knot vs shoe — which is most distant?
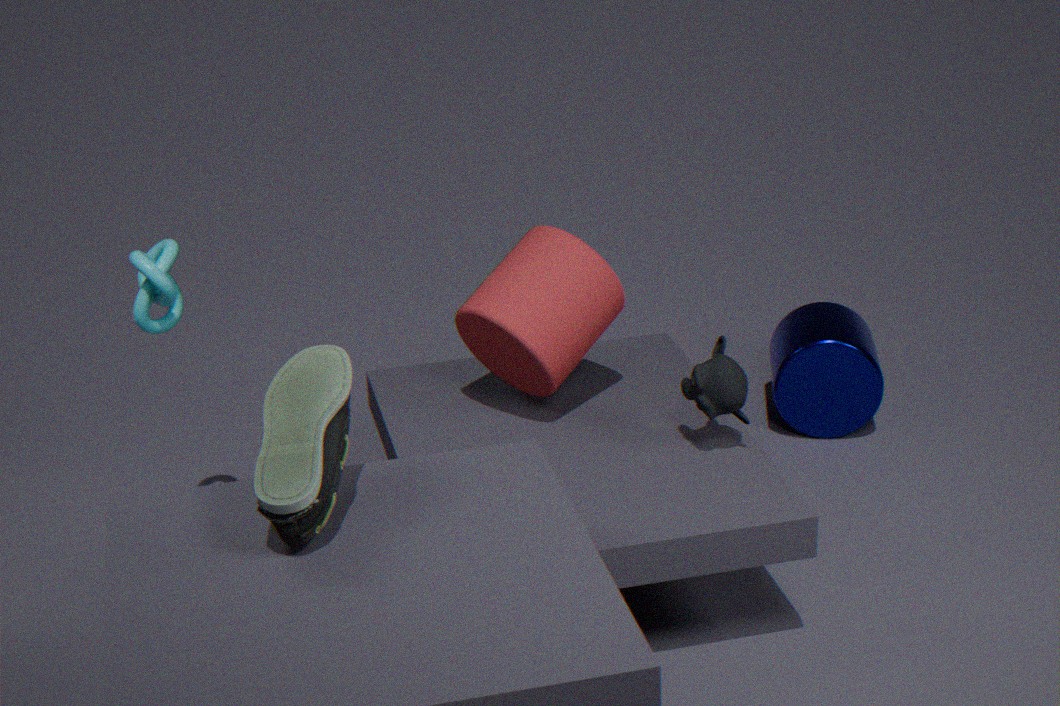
knot
